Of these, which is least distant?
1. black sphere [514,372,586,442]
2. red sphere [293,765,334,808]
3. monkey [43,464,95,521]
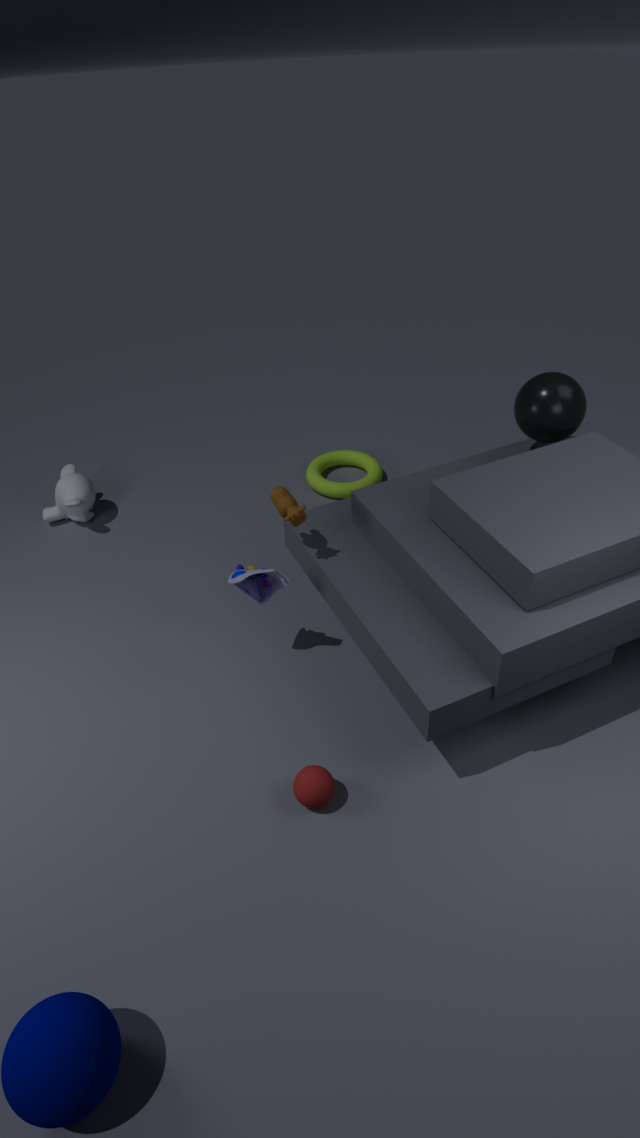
red sphere [293,765,334,808]
